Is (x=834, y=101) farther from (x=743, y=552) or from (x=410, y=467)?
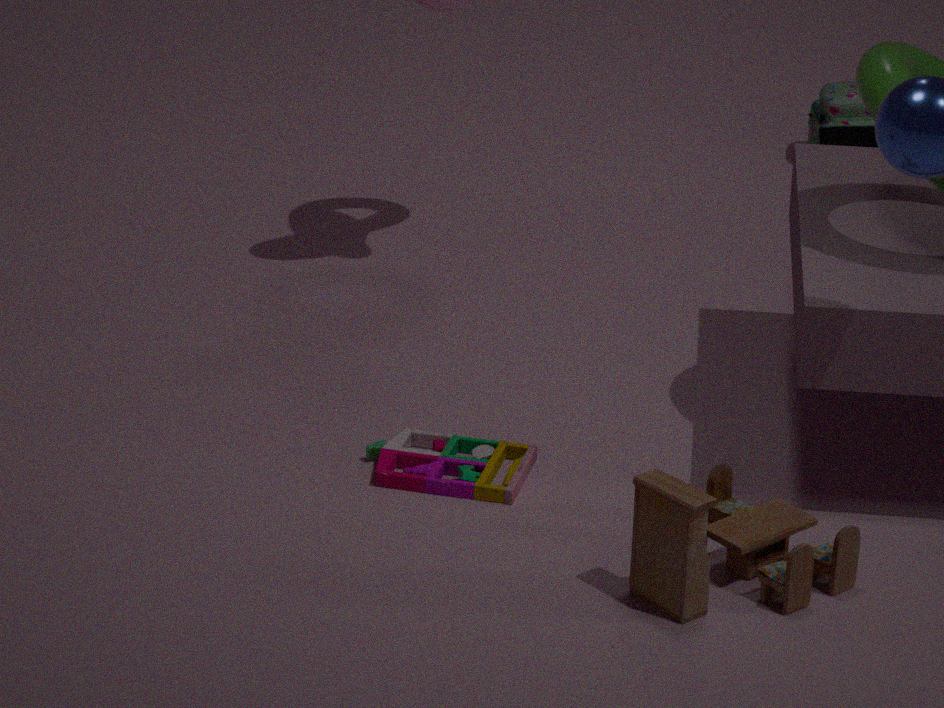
(x=743, y=552)
